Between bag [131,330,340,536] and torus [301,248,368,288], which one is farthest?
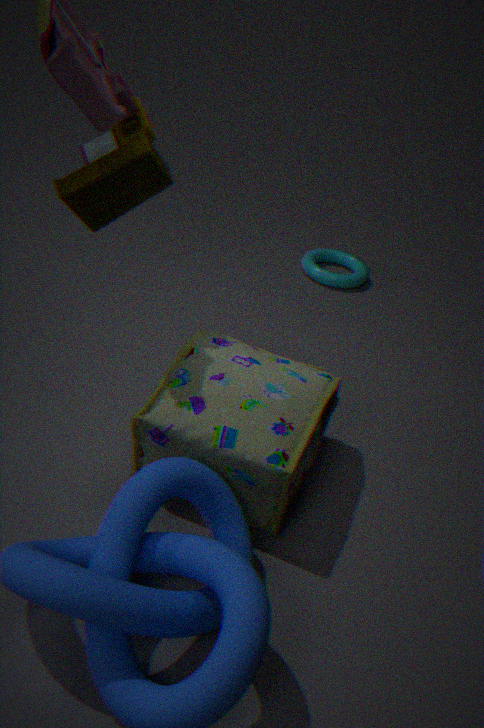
torus [301,248,368,288]
